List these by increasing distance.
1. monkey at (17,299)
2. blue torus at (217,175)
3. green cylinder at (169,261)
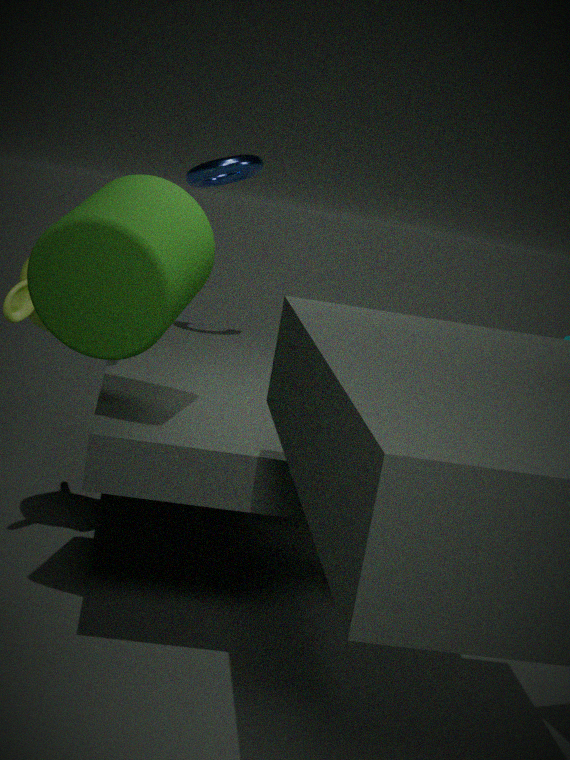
1. green cylinder at (169,261)
2. monkey at (17,299)
3. blue torus at (217,175)
